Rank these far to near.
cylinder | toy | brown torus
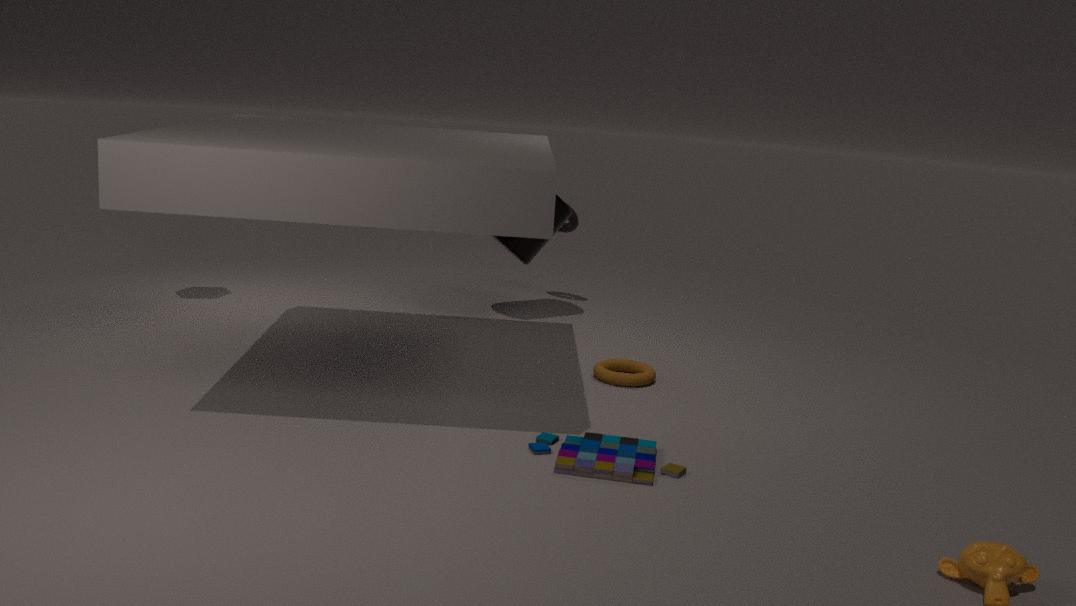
cylinder, brown torus, toy
